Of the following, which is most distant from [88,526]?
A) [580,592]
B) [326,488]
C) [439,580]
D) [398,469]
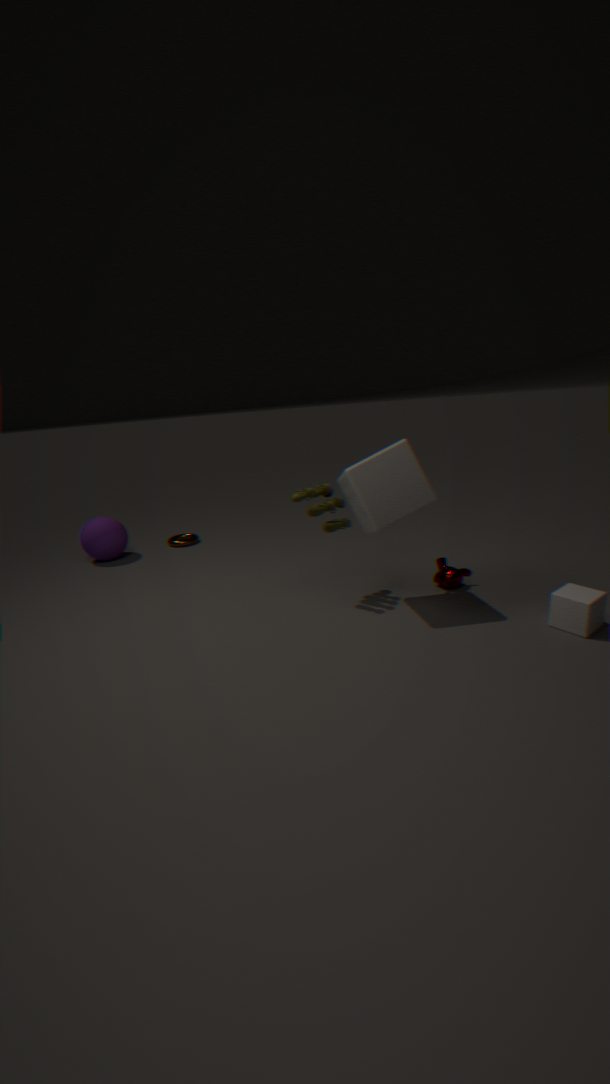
[580,592]
